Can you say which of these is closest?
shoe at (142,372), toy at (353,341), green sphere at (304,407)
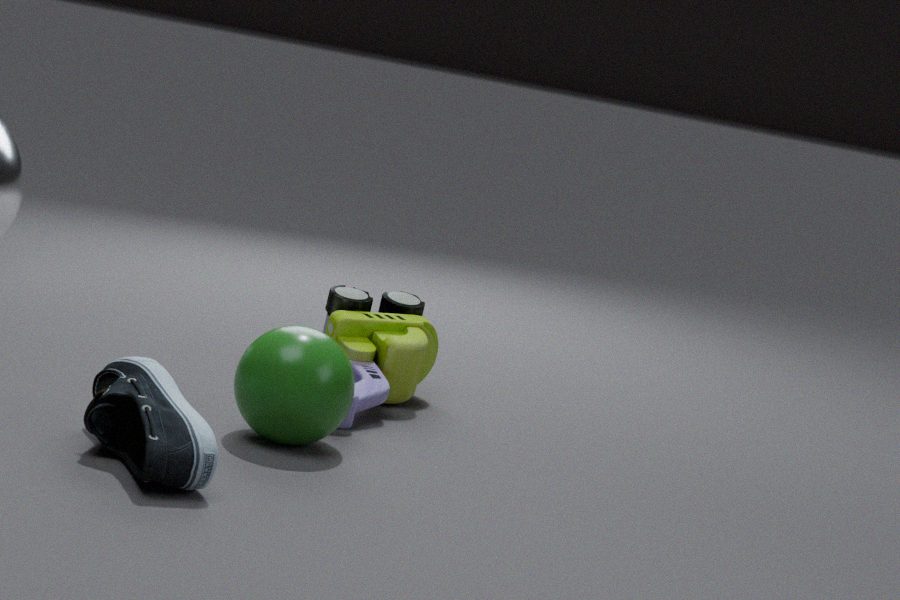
shoe at (142,372)
